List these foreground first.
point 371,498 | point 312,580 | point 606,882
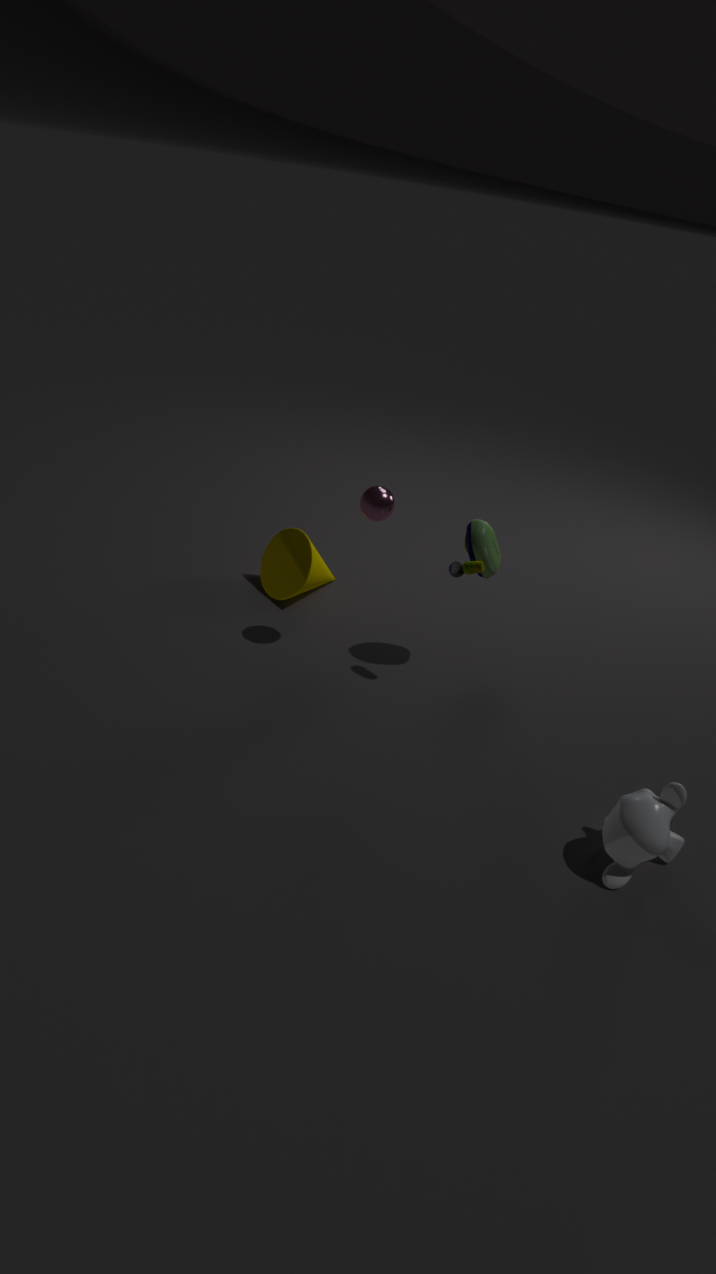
point 606,882 → point 371,498 → point 312,580
